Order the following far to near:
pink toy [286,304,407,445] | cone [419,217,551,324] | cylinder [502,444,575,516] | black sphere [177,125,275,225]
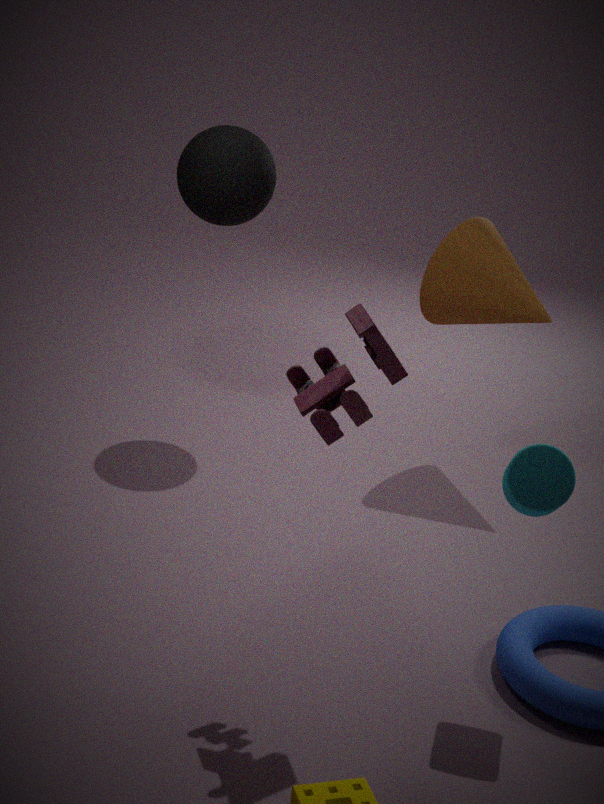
cone [419,217,551,324], black sphere [177,125,275,225], cylinder [502,444,575,516], pink toy [286,304,407,445]
